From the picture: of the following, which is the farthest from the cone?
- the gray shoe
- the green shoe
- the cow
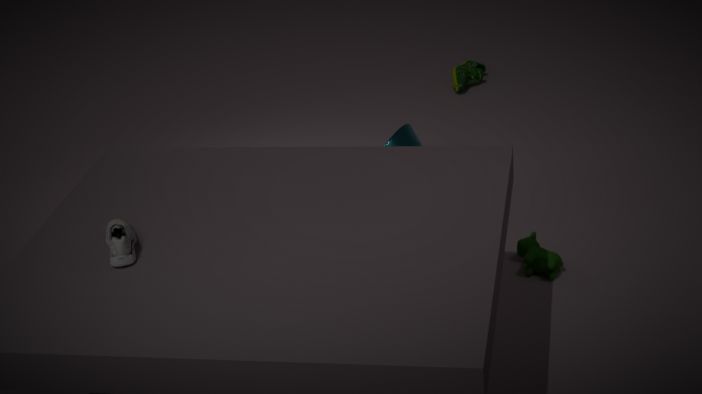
the gray shoe
